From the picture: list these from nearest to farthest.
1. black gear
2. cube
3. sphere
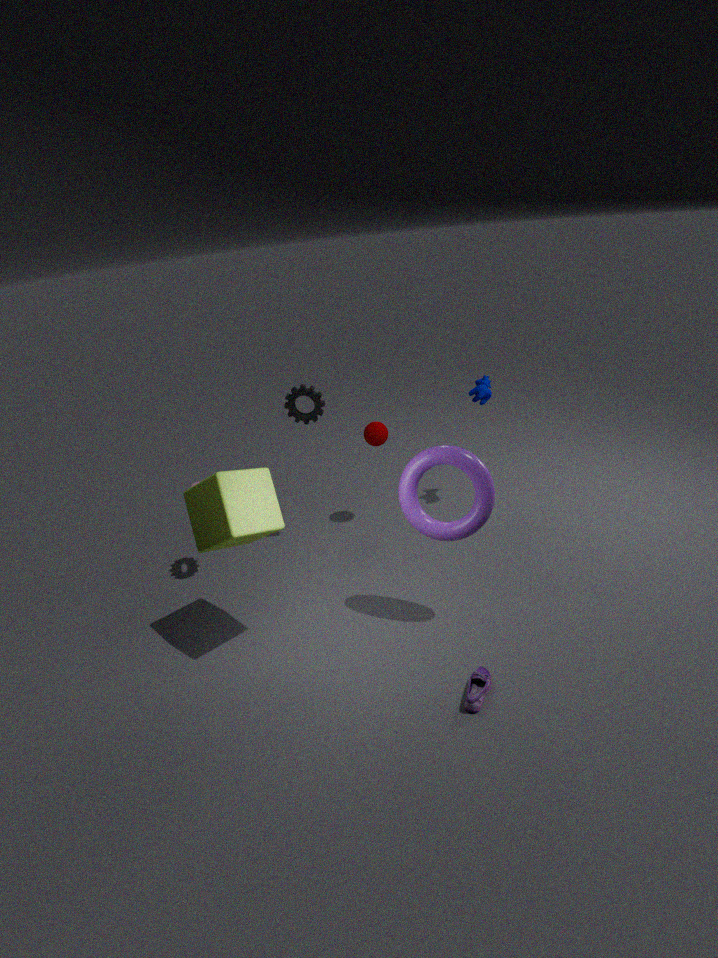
cube, black gear, sphere
